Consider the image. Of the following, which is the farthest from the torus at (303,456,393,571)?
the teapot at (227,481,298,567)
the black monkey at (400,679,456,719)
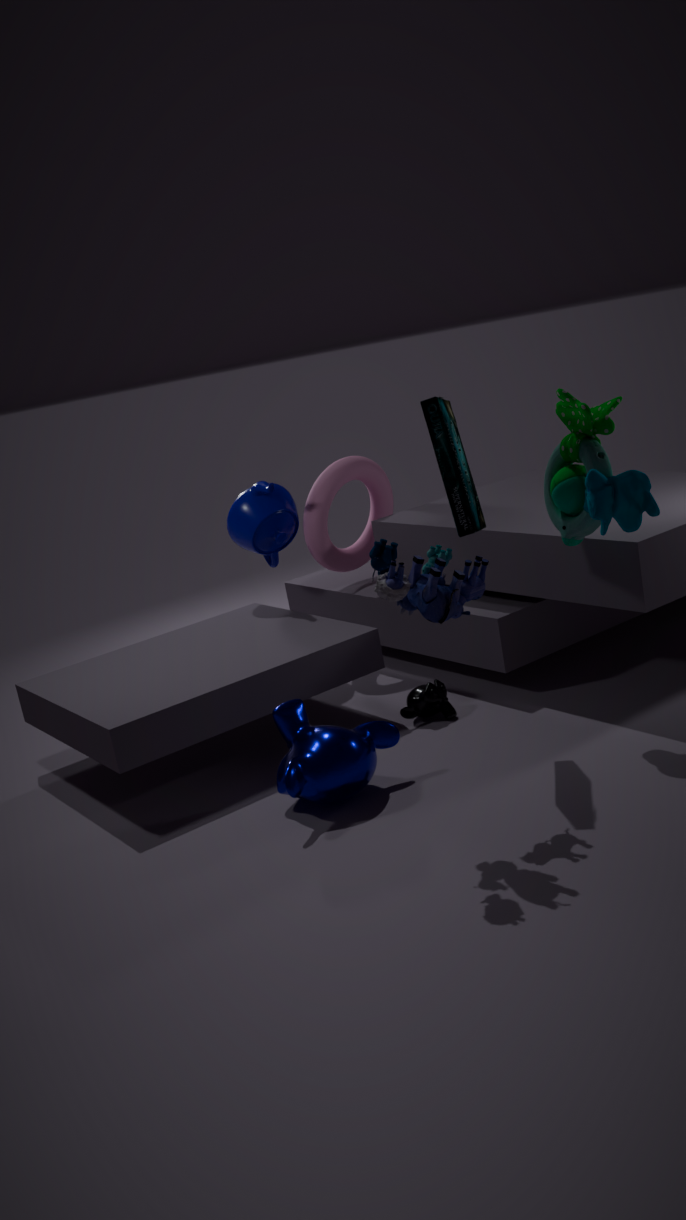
the black monkey at (400,679,456,719)
